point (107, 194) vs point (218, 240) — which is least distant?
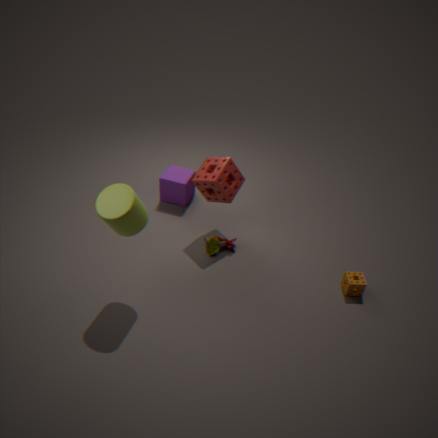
point (107, 194)
